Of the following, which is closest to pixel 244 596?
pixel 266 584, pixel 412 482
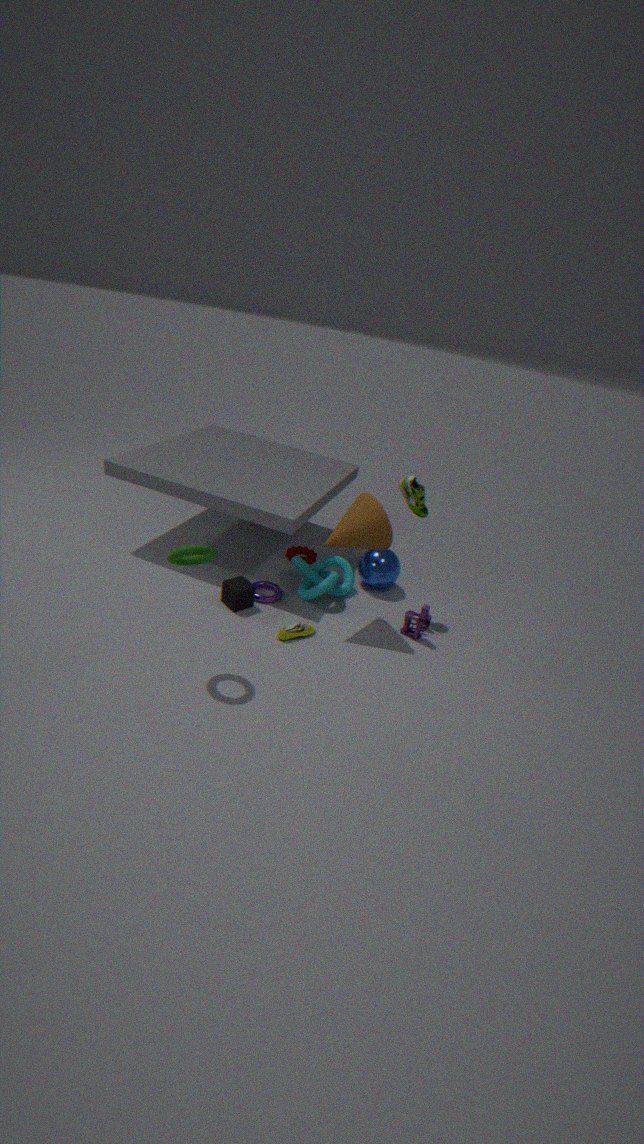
pixel 266 584
